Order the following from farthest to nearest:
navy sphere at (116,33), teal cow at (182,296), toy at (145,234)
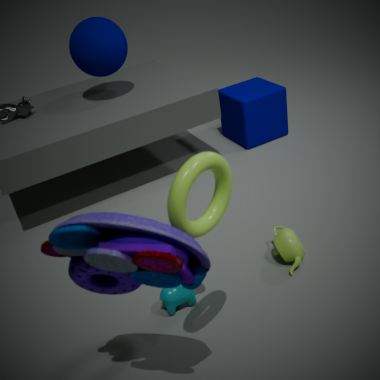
navy sphere at (116,33) < teal cow at (182,296) < toy at (145,234)
